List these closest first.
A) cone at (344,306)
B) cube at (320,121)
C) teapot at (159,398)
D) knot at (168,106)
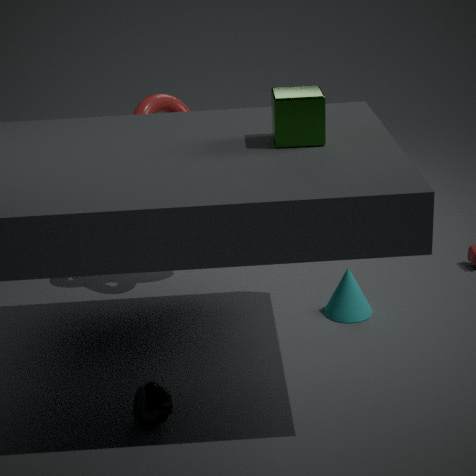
cube at (320,121) → teapot at (159,398) → cone at (344,306) → knot at (168,106)
